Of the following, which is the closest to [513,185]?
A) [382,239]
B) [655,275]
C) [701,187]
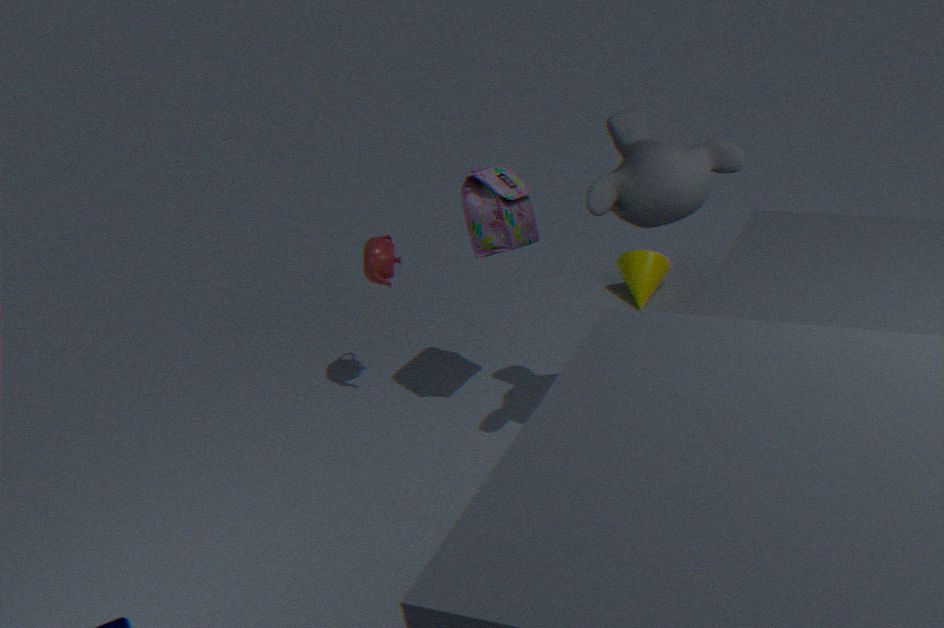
[382,239]
